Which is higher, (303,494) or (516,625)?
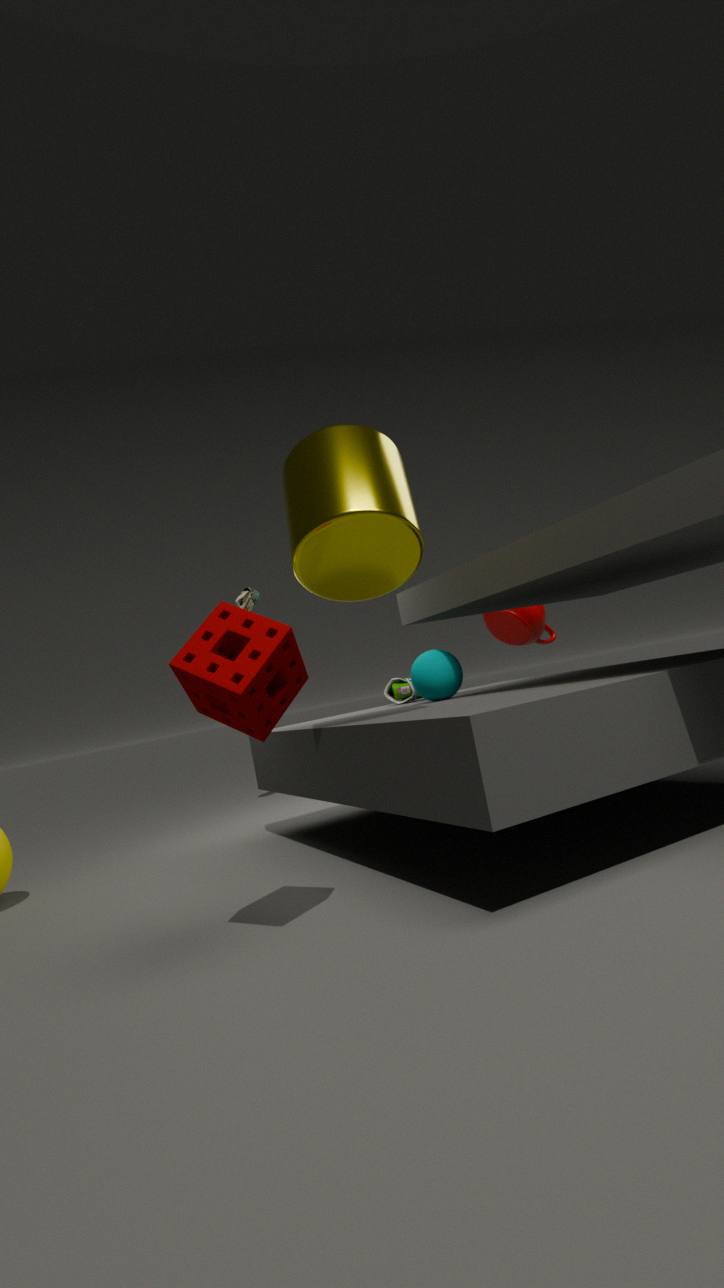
(303,494)
